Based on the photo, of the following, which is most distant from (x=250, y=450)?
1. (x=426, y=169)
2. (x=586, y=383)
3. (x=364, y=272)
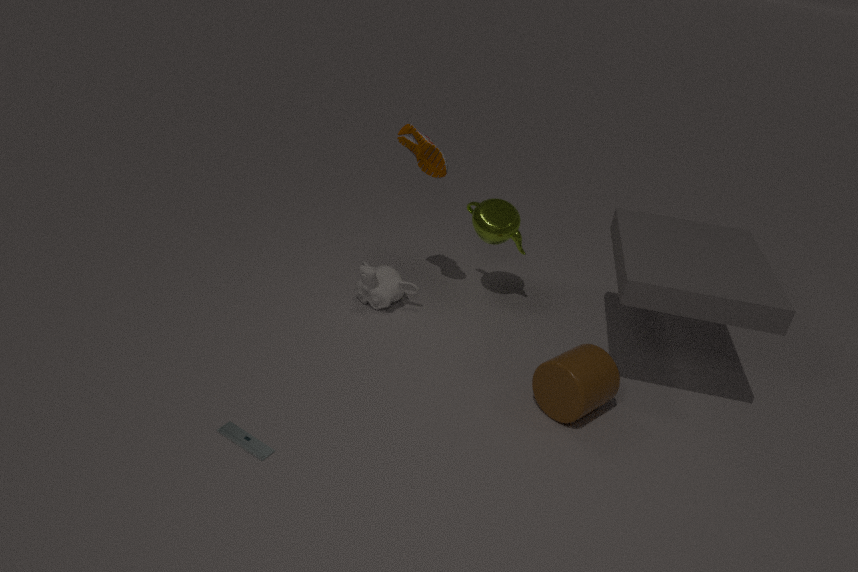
(x=426, y=169)
